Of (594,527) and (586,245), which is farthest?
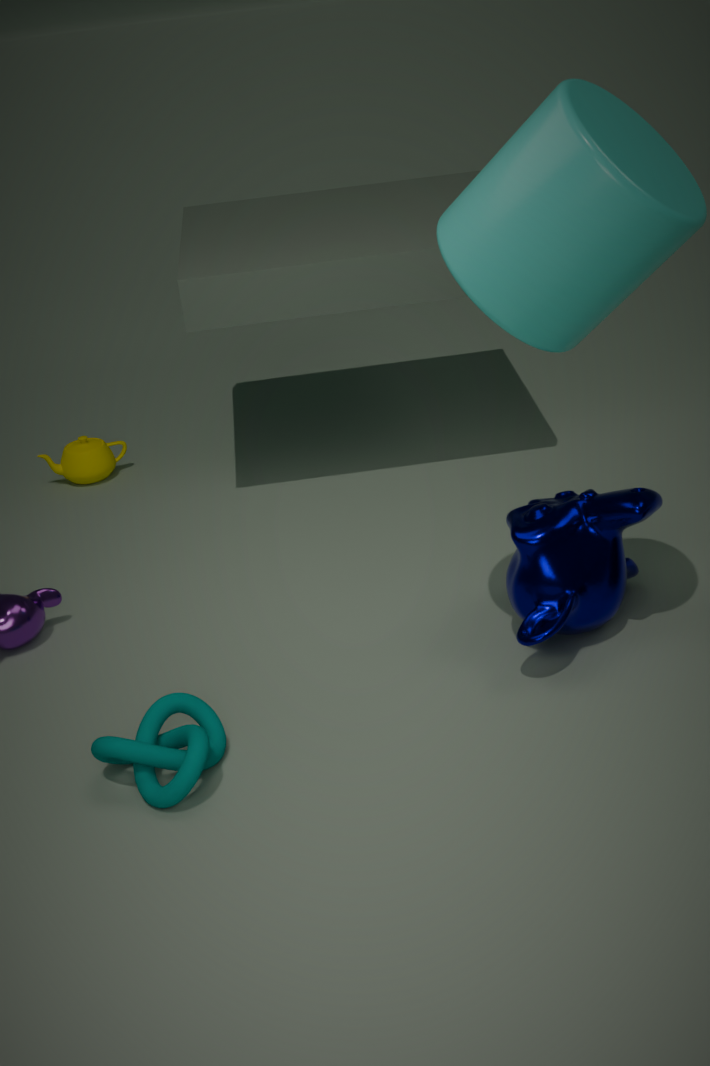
(594,527)
